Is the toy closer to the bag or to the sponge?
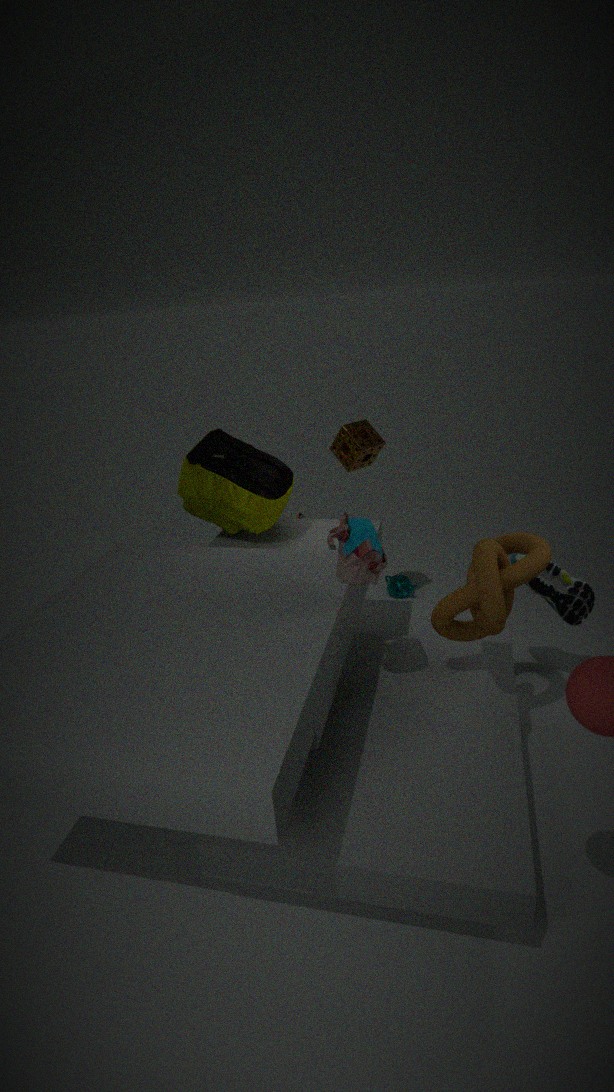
the bag
